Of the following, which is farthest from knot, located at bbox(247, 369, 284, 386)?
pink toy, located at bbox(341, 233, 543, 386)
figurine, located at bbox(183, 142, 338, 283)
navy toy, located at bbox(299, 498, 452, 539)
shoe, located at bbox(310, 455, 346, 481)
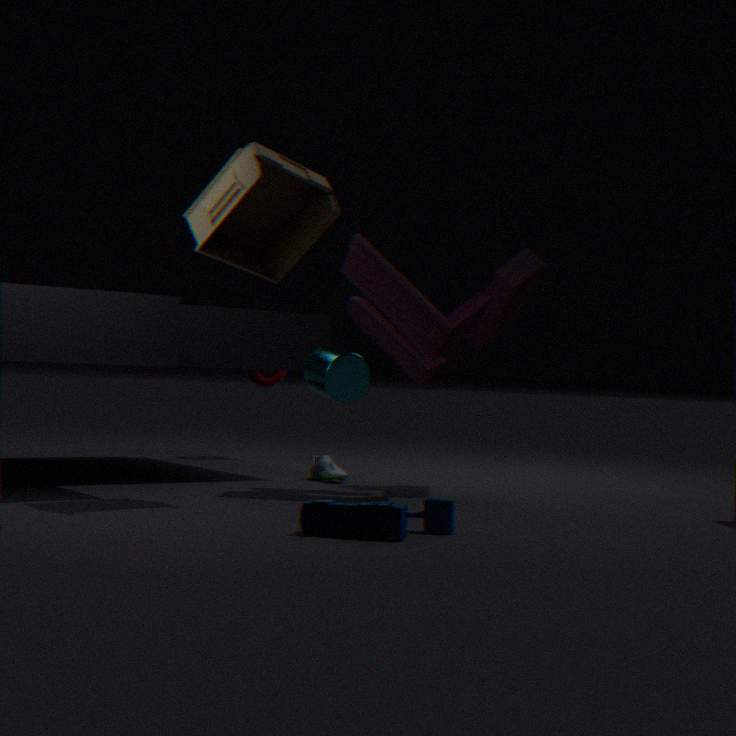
navy toy, located at bbox(299, 498, 452, 539)
